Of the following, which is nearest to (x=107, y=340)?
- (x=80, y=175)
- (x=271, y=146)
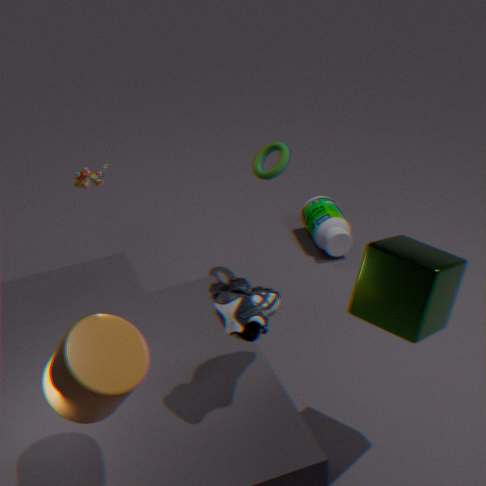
(x=80, y=175)
